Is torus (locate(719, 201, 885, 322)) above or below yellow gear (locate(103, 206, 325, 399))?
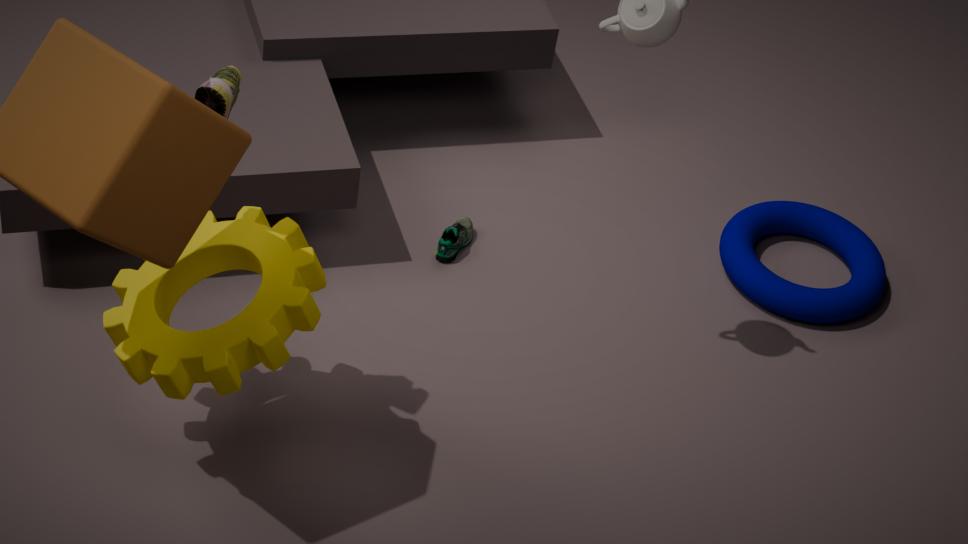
below
